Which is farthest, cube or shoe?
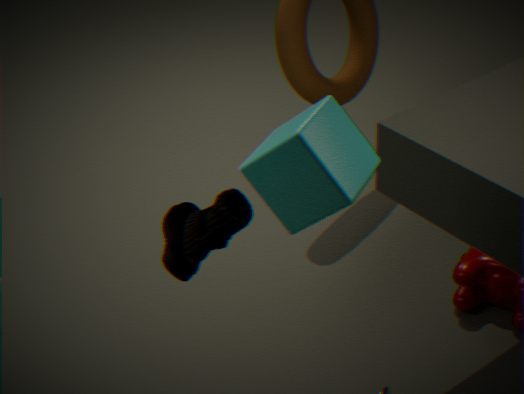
cube
